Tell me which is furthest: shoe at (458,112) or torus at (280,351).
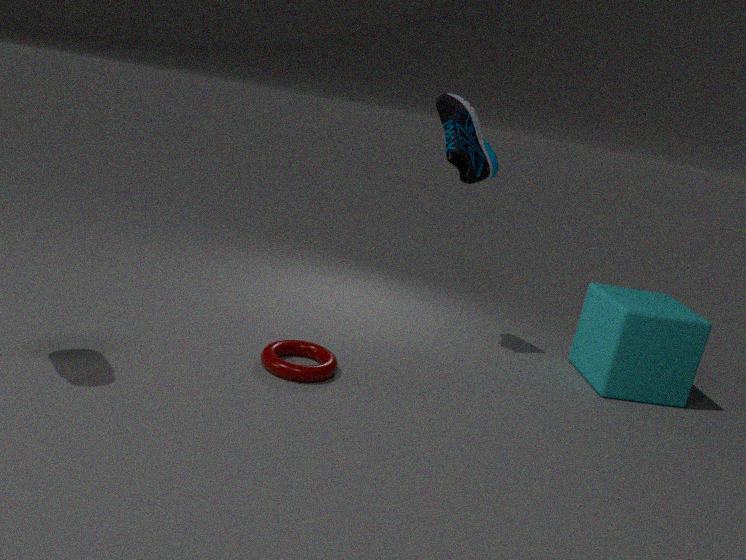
shoe at (458,112)
